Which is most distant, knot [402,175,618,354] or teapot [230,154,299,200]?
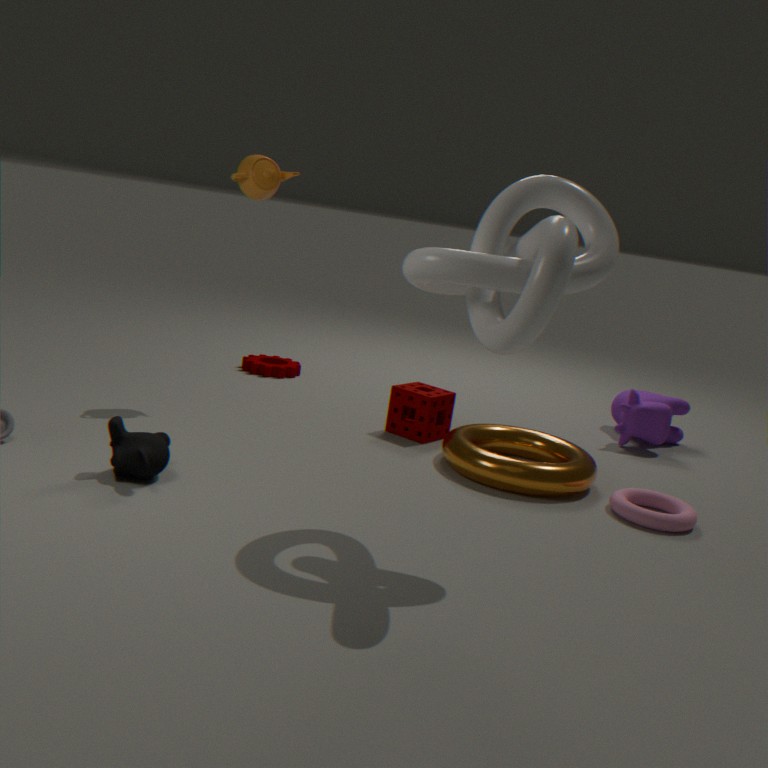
teapot [230,154,299,200]
